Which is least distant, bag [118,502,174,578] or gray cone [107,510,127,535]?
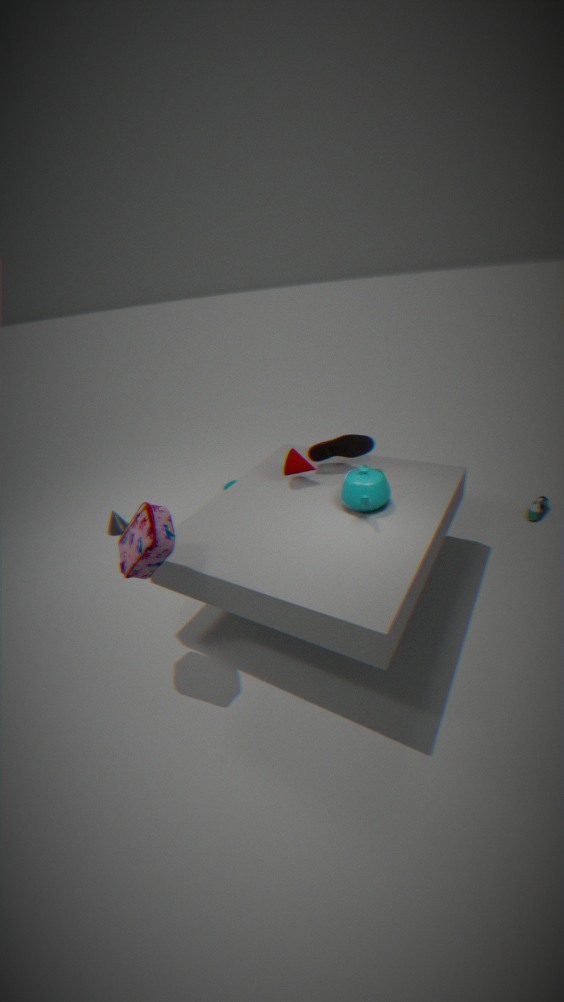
bag [118,502,174,578]
